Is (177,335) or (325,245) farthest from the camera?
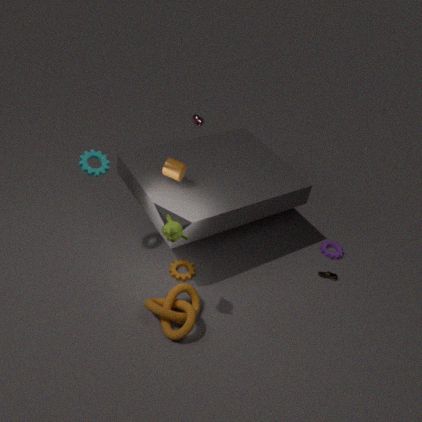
(325,245)
